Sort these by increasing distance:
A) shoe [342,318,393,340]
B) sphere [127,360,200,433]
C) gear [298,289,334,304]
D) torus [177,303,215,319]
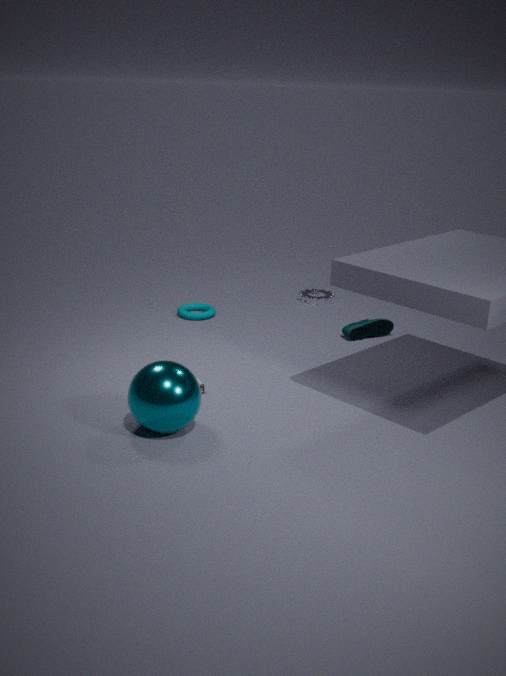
sphere [127,360,200,433] → shoe [342,318,393,340] → torus [177,303,215,319] → gear [298,289,334,304]
